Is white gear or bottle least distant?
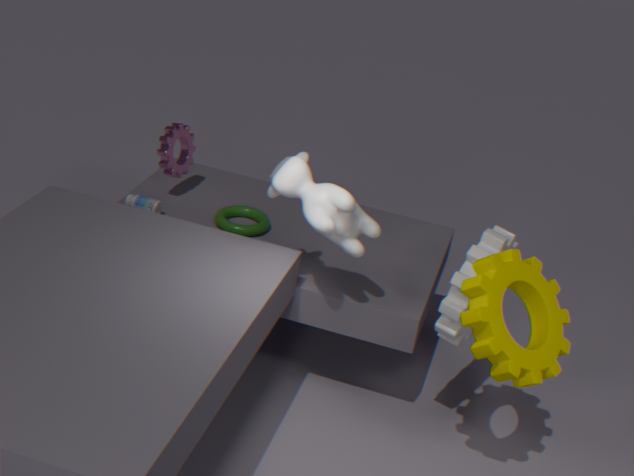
white gear
